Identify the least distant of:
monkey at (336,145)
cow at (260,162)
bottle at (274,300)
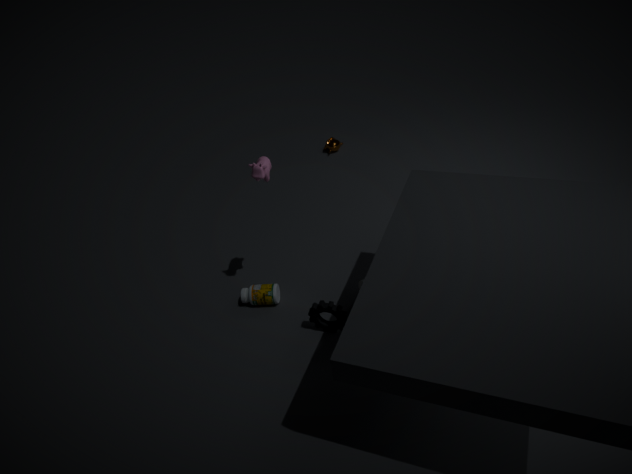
cow at (260,162)
